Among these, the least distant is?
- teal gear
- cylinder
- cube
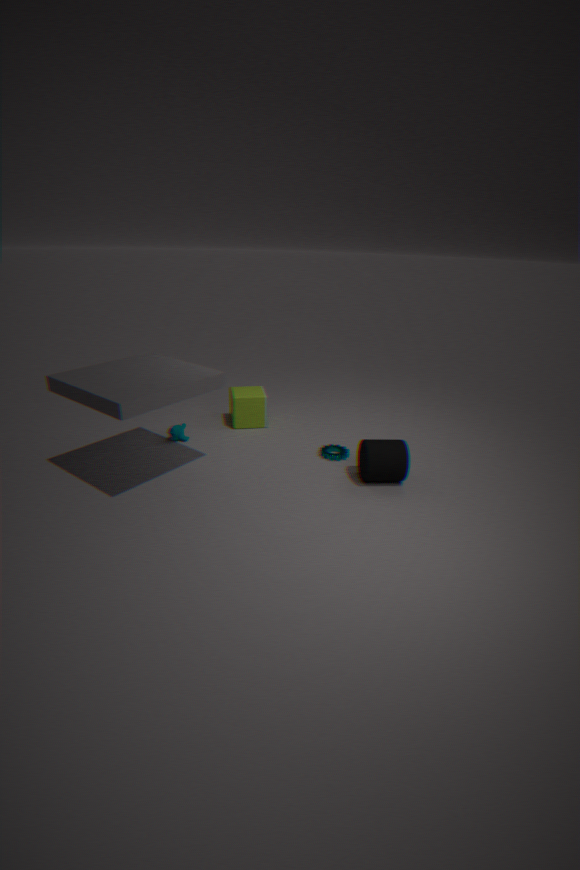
cylinder
